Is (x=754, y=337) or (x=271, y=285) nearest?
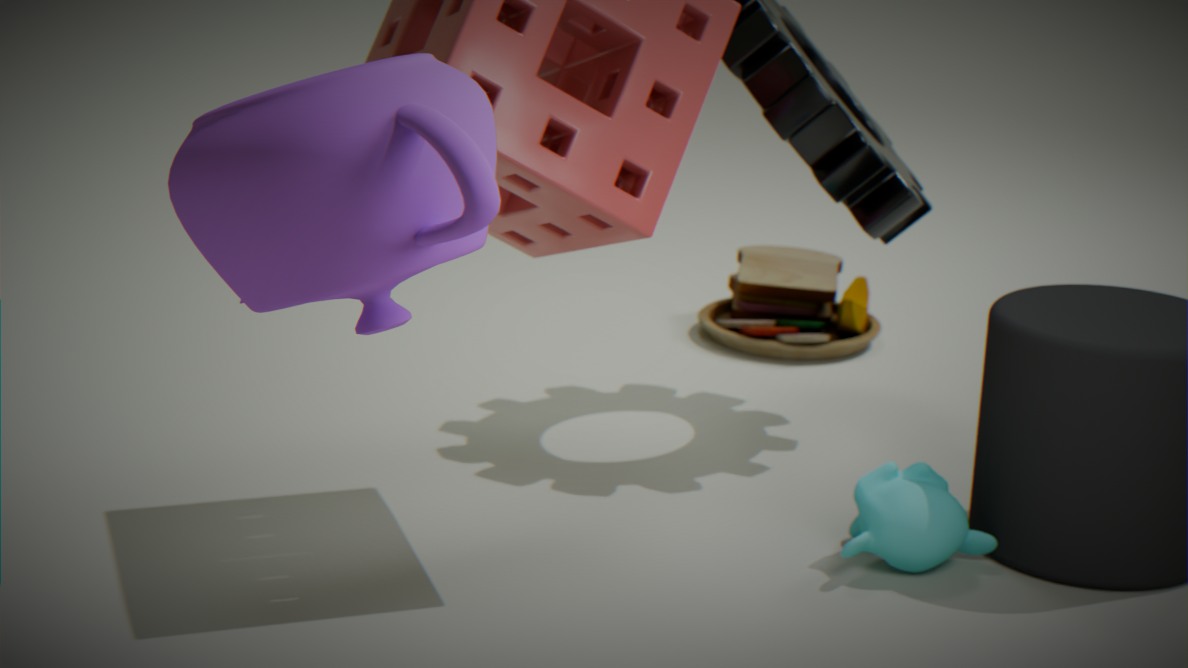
(x=271, y=285)
